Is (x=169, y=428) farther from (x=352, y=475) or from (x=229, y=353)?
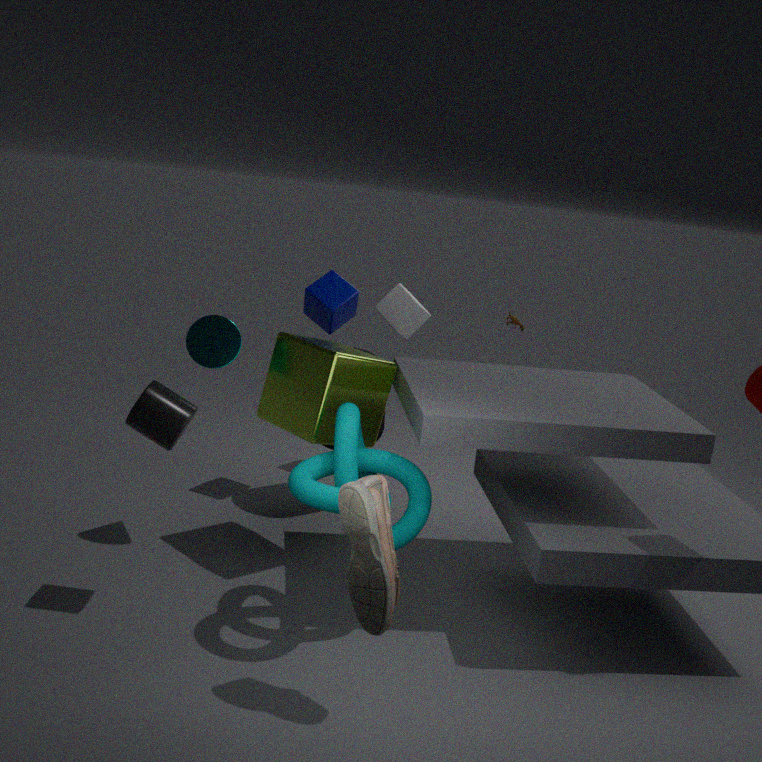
(x=352, y=475)
